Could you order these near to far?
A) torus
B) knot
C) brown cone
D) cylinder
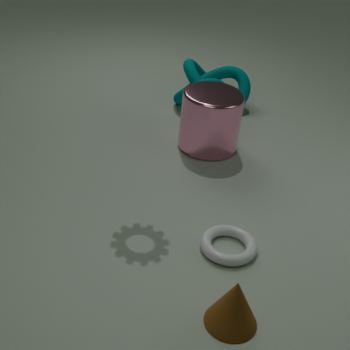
brown cone, torus, cylinder, knot
